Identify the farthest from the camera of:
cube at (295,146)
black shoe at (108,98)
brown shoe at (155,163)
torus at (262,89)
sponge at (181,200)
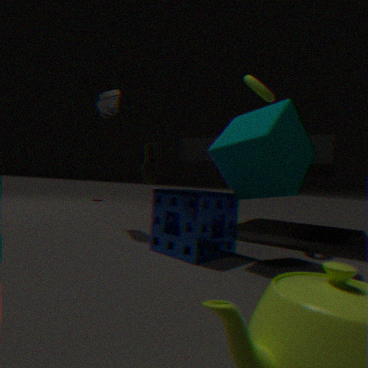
brown shoe at (155,163)
